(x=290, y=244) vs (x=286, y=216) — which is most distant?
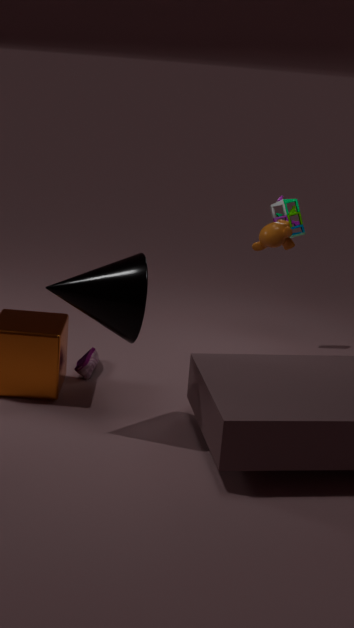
(x=286, y=216)
